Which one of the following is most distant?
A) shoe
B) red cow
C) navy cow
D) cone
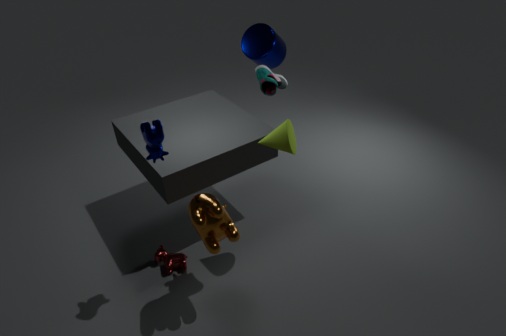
shoe
